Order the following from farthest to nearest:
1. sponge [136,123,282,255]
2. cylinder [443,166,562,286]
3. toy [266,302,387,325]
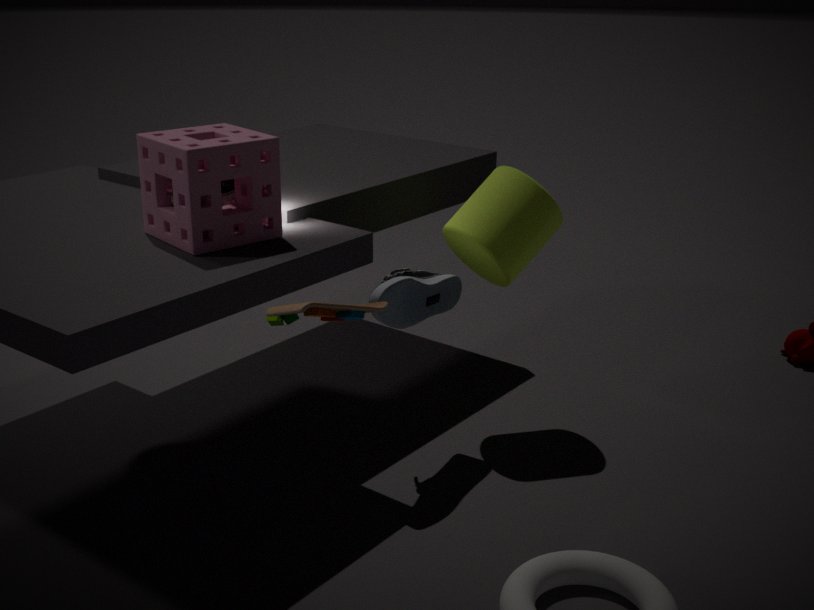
cylinder [443,166,562,286] → sponge [136,123,282,255] → toy [266,302,387,325]
